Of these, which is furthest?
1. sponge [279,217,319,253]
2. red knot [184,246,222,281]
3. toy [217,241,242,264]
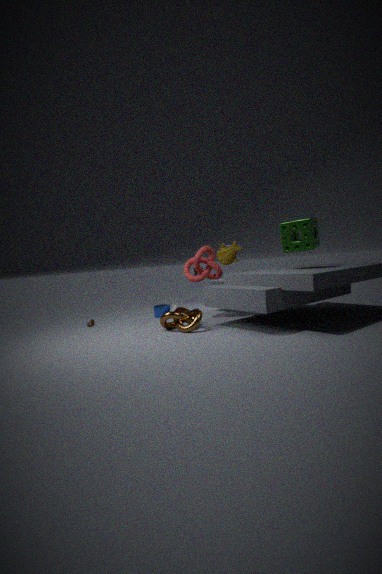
toy [217,241,242,264]
